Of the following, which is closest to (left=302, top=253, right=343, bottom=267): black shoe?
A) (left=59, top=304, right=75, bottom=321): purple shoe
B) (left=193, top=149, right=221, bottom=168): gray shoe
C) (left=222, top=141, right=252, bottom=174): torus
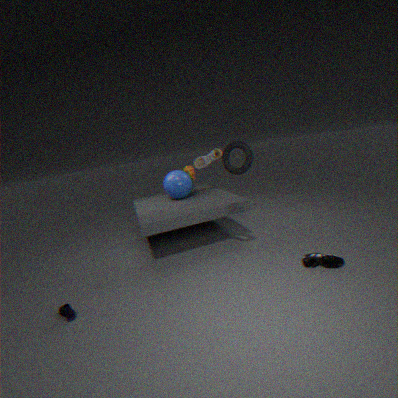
(left=222, top=141, right=252, bottom=174): torus
